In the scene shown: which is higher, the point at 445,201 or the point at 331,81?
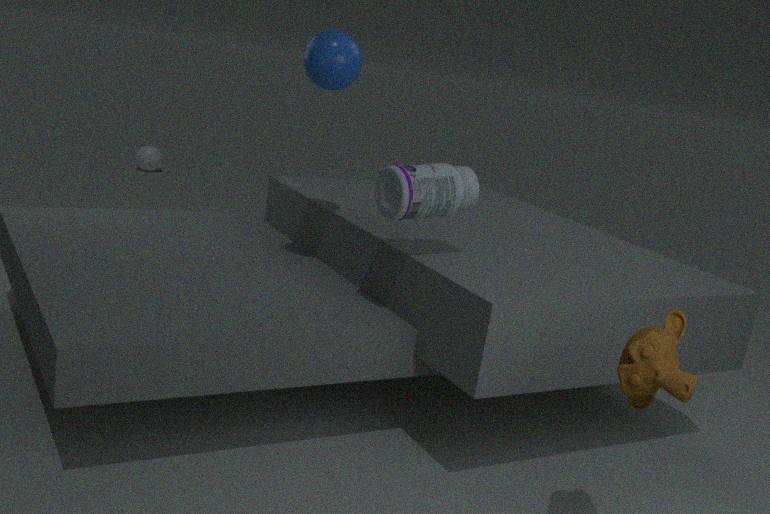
the point at 331,81
